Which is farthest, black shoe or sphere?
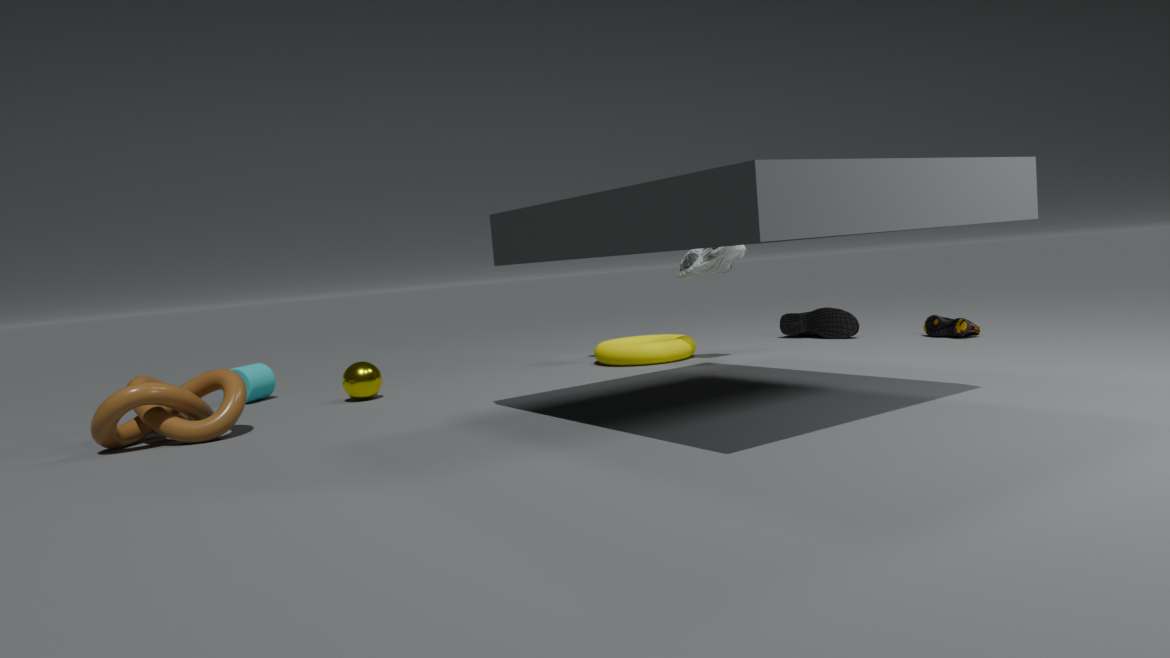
black shoe
